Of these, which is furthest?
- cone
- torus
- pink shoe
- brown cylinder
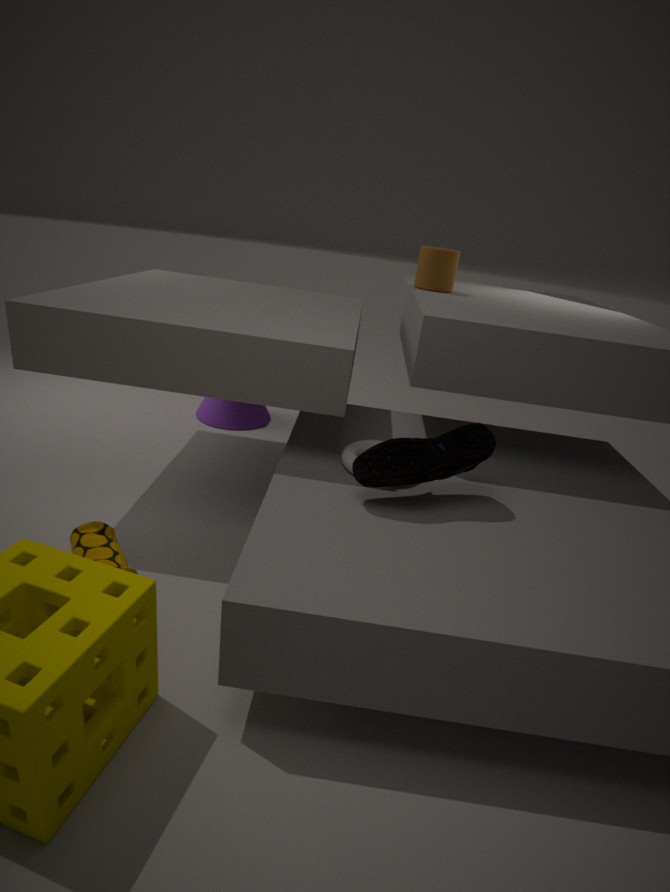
cone
